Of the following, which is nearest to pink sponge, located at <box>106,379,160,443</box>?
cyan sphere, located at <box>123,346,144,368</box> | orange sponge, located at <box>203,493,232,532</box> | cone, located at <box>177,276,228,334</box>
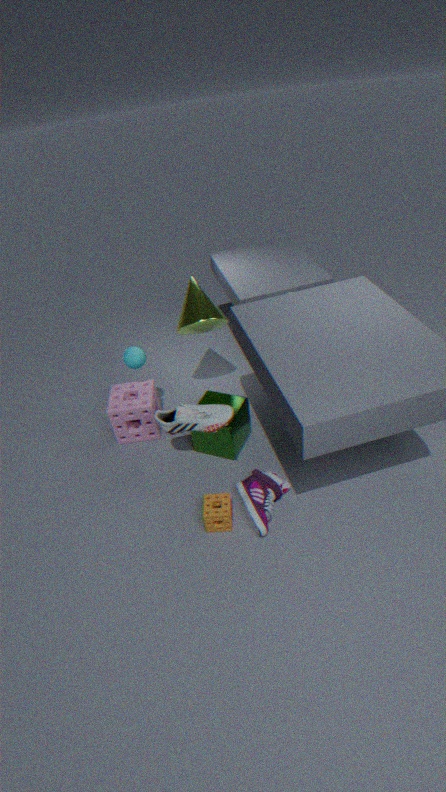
cyan sphere, located at <box>123,346,144,368</box>
